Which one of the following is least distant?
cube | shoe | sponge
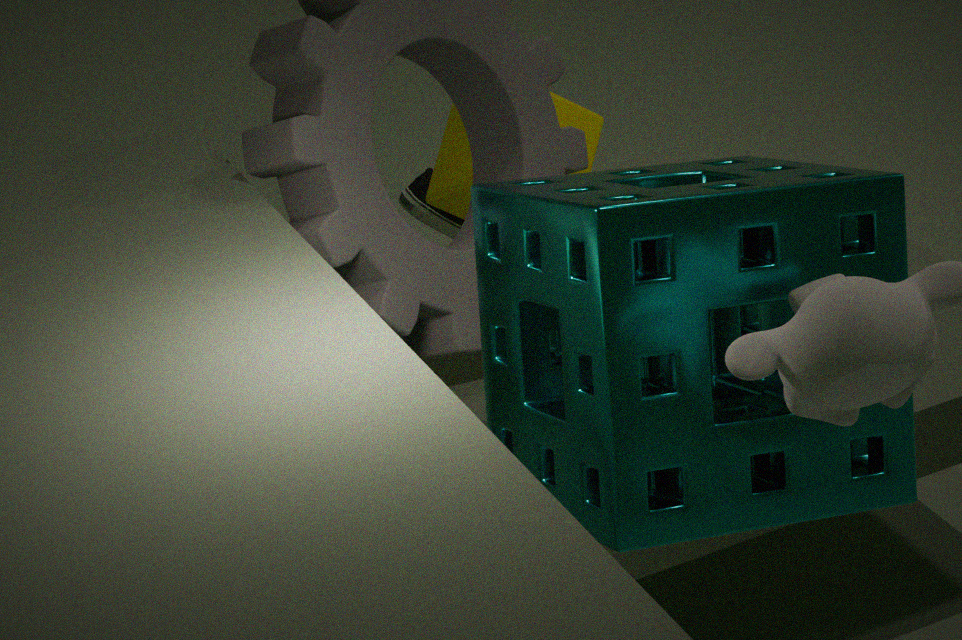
sponge
